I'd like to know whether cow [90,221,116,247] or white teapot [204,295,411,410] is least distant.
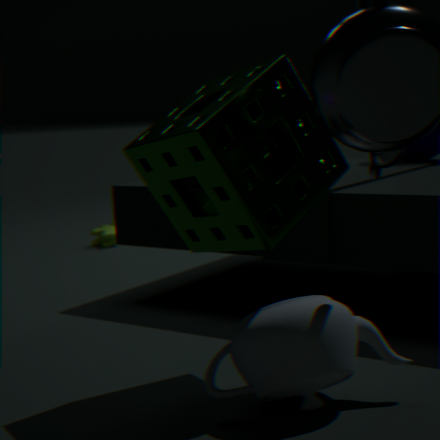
white teapot [204,295,411,410]
